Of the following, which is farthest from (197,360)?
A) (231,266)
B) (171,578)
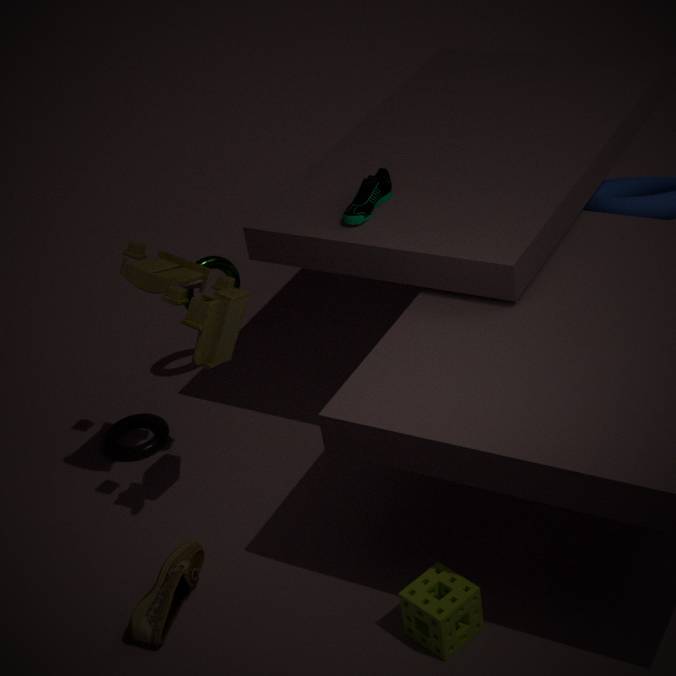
(171,578)
